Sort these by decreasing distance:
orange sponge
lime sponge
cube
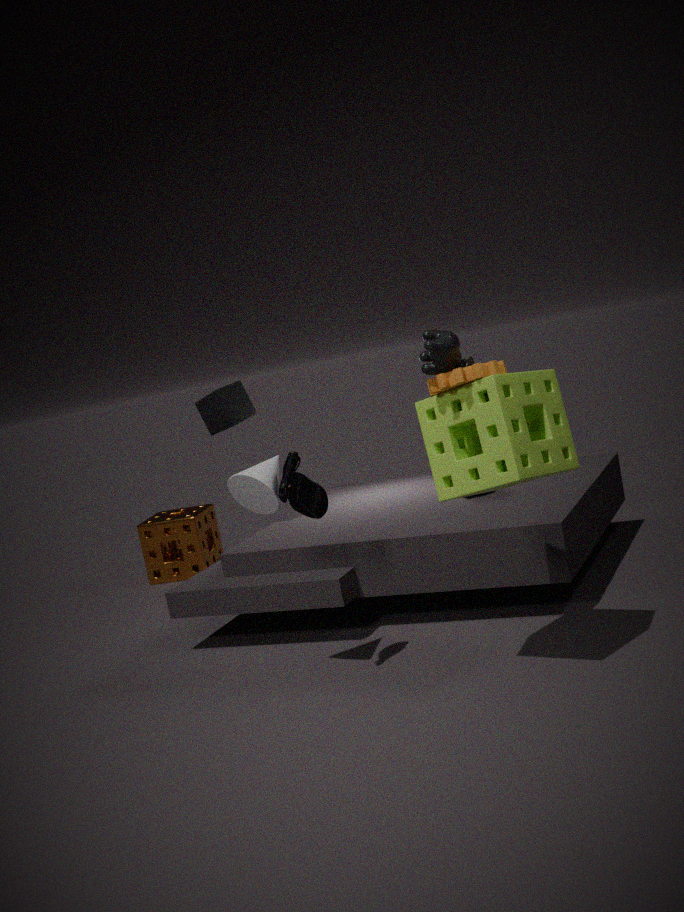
orange sponge
cube
lime sponge
